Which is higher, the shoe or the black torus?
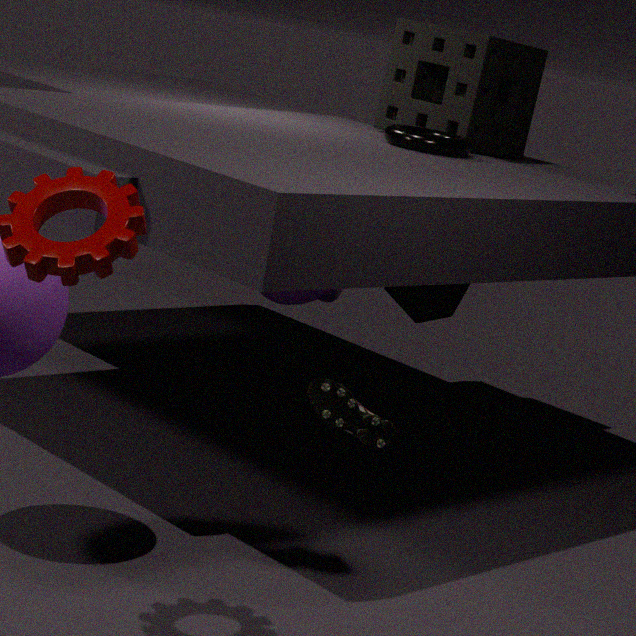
the black torus
